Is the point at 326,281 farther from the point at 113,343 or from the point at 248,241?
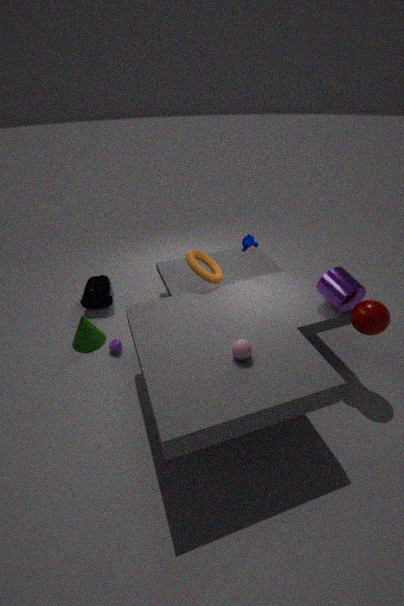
the point at 113,343
